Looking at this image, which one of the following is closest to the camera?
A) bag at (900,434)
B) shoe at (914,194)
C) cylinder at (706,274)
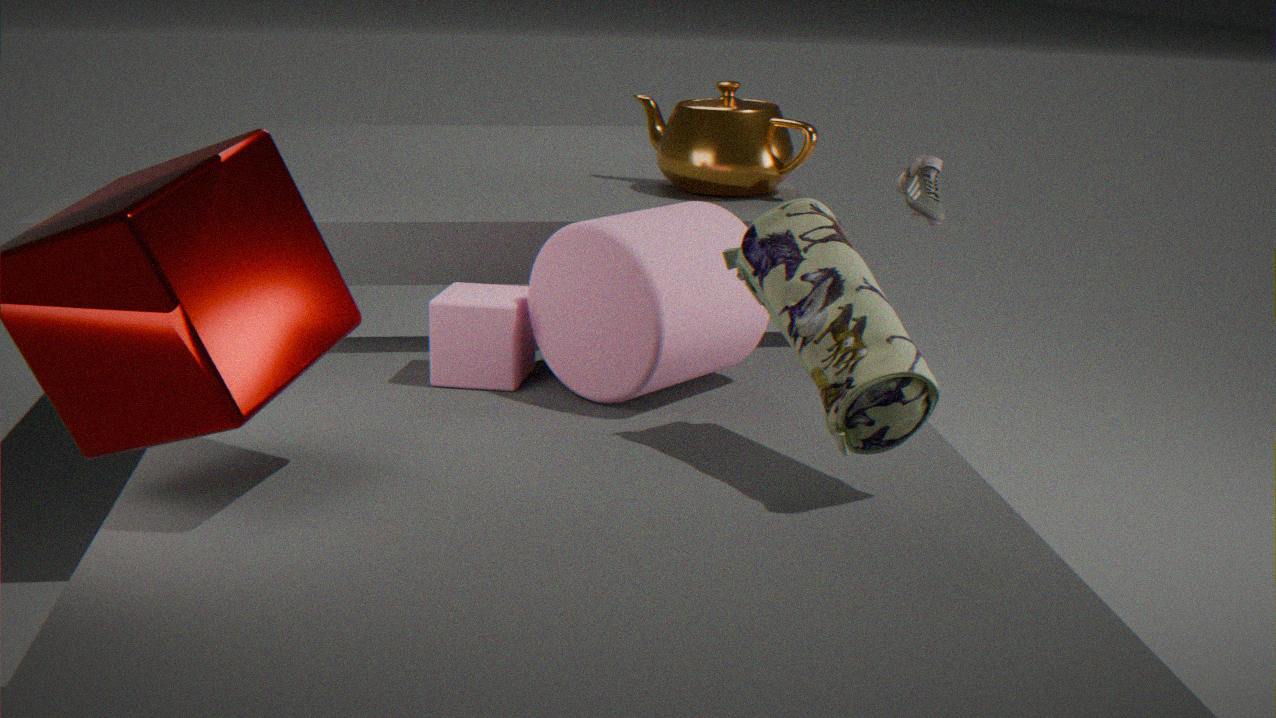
bag at (900,434)
